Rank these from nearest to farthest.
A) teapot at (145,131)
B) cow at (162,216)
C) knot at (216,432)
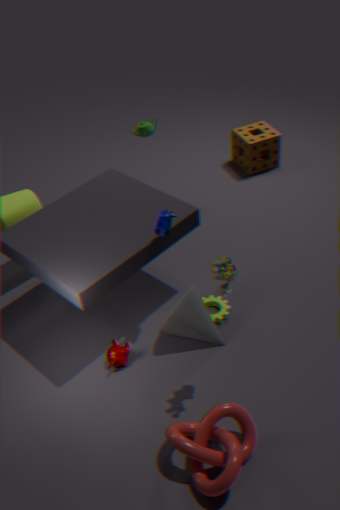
knot at (216,432) → cow at (162,216) → teapot at (145,131)
